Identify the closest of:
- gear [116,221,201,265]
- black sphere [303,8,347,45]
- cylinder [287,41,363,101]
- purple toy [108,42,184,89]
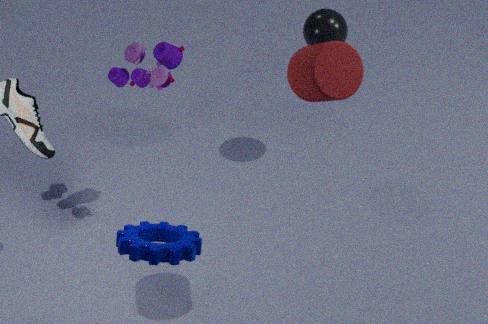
cylinder [287,41,363,101]
